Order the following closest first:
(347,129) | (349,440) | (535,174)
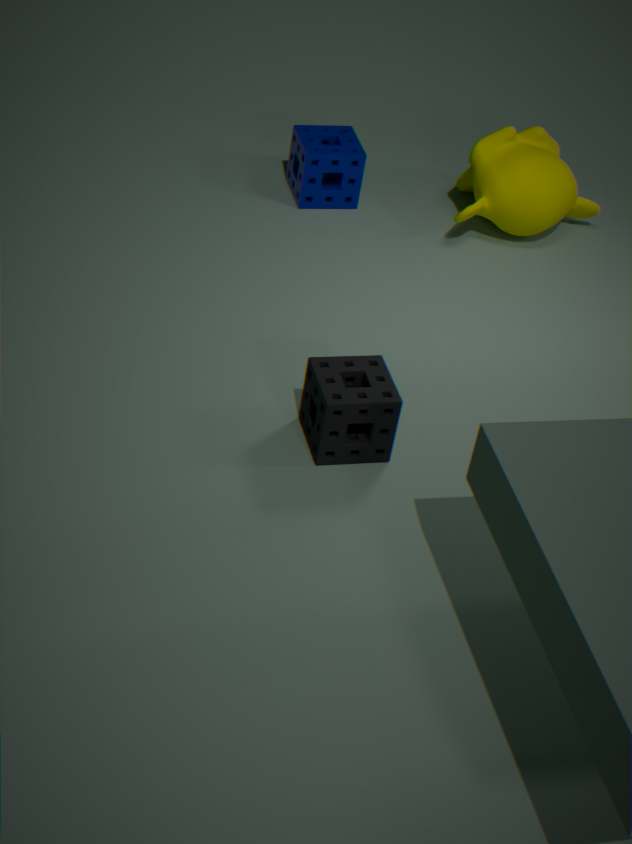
(349,440), (535,174), (347,129)
